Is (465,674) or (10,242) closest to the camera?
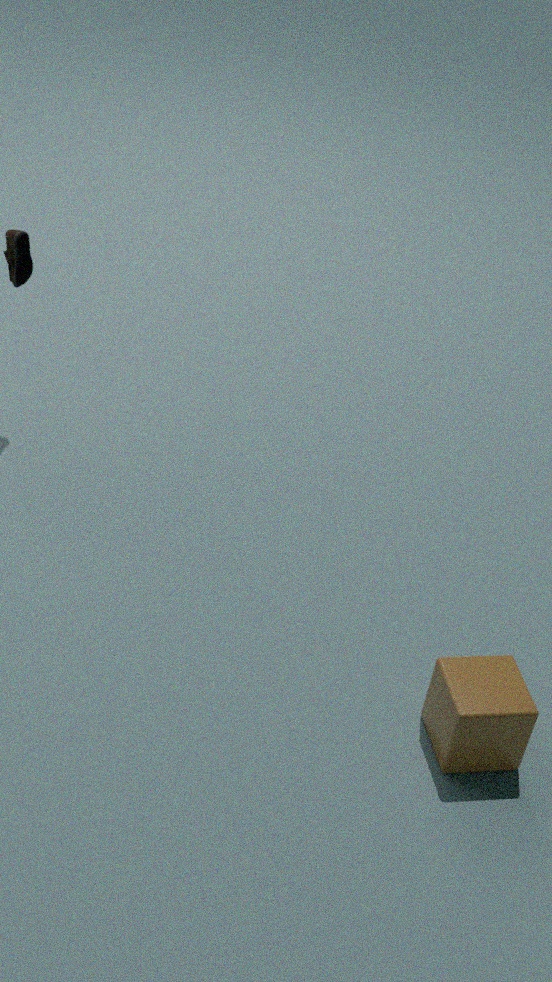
(465,674)
